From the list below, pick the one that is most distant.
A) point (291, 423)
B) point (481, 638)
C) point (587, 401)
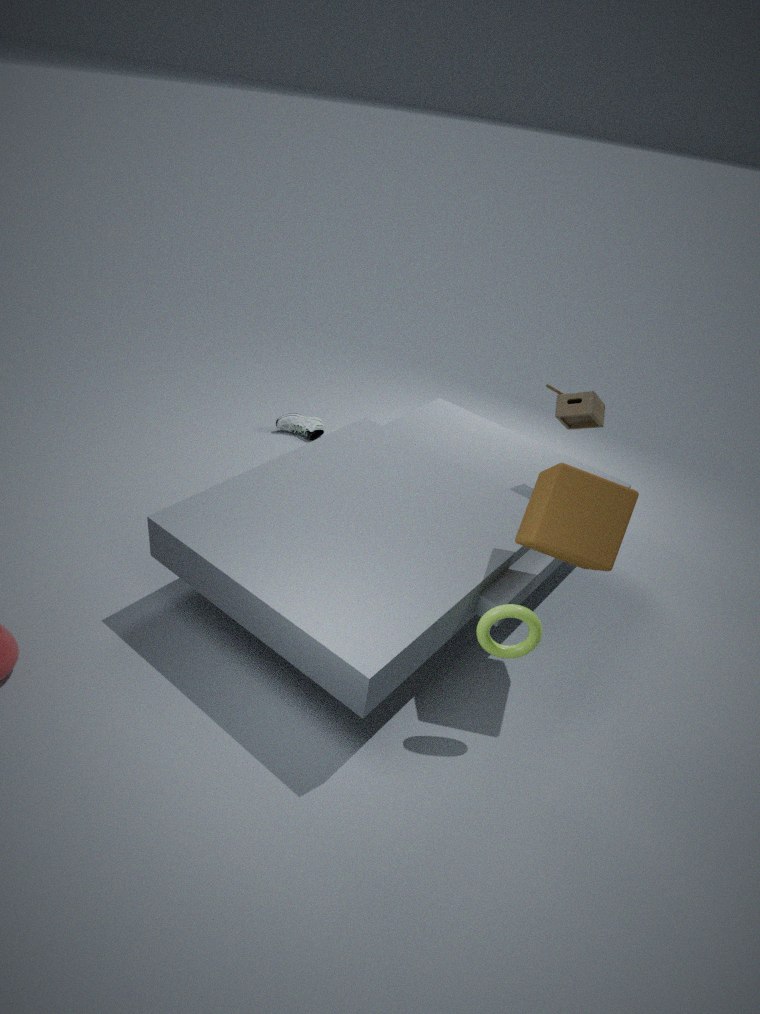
point (291, 423)
